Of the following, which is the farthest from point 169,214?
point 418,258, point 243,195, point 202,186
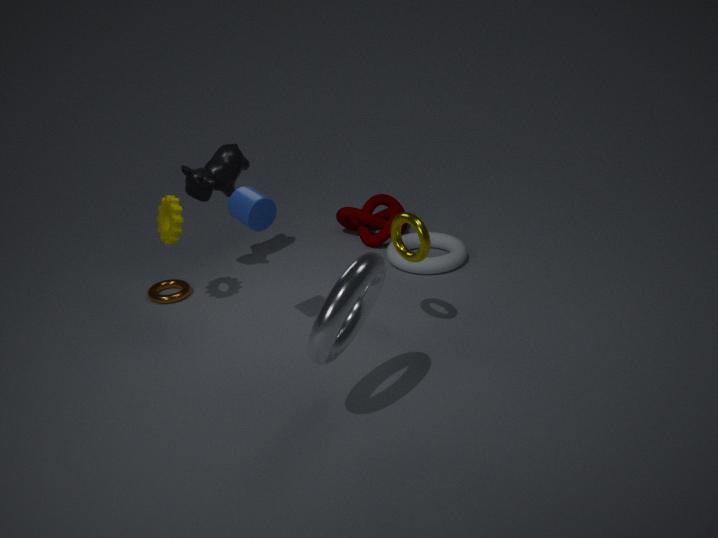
point 418,258
